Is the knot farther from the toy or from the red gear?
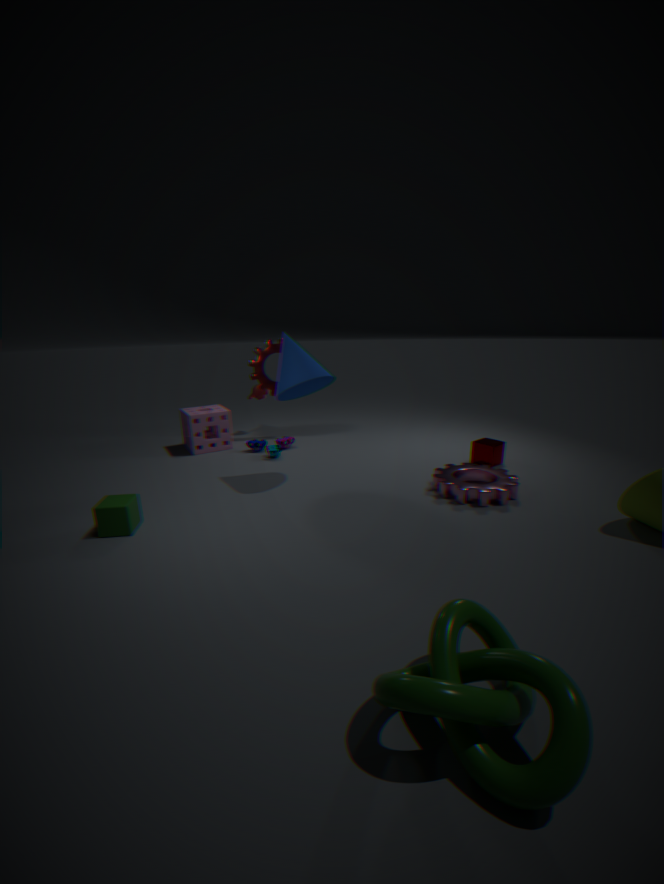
the red gear
